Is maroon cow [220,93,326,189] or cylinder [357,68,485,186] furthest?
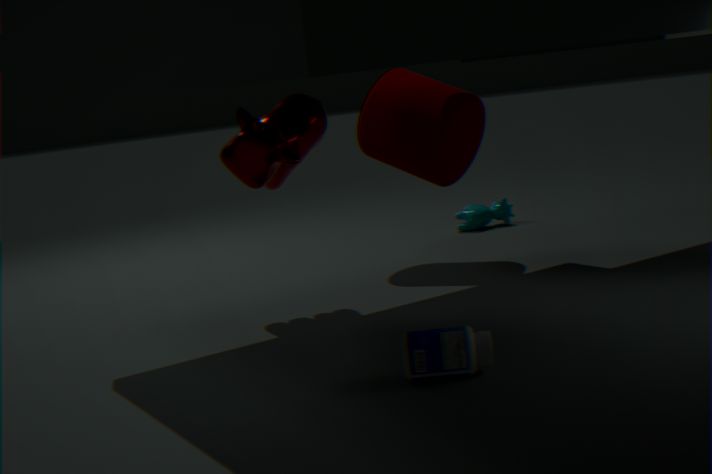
cylinder [357,68,485,186]
